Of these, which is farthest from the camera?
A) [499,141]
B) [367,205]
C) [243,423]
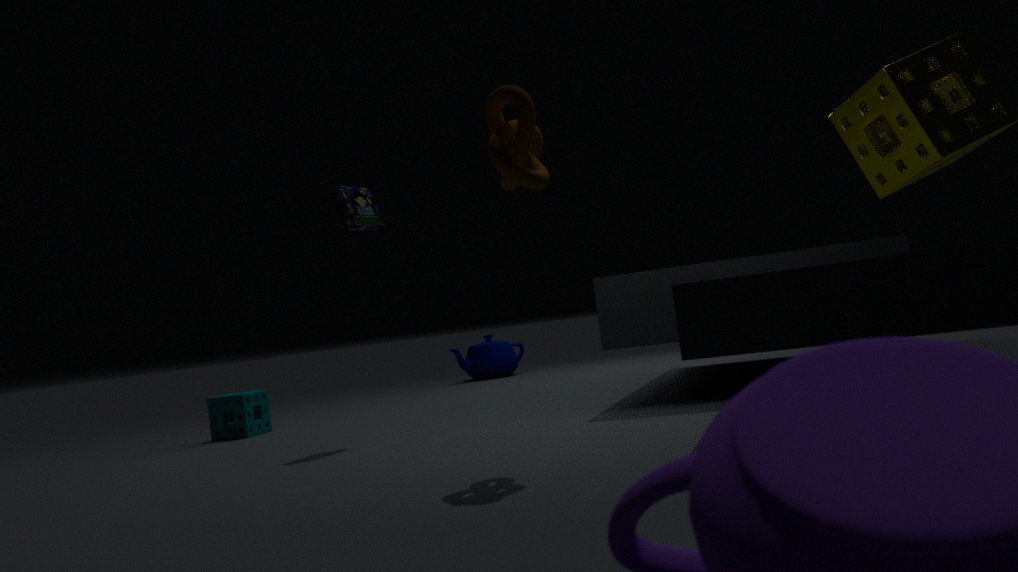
[243,423]
